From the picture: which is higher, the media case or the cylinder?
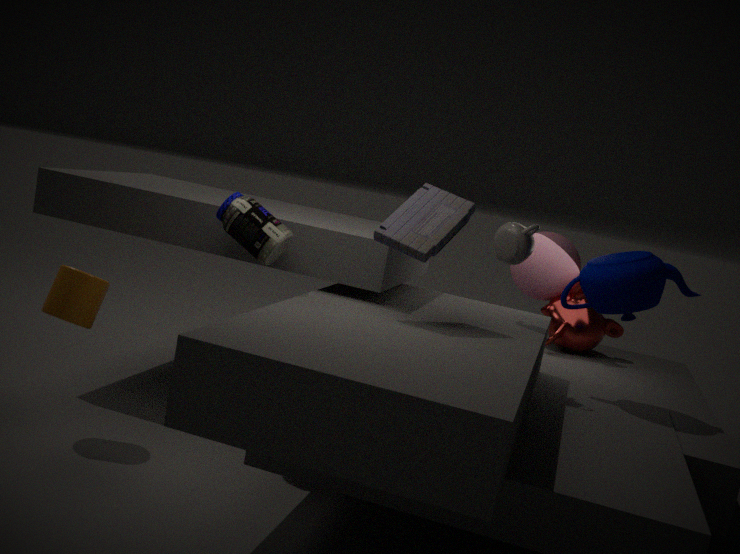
the media case
